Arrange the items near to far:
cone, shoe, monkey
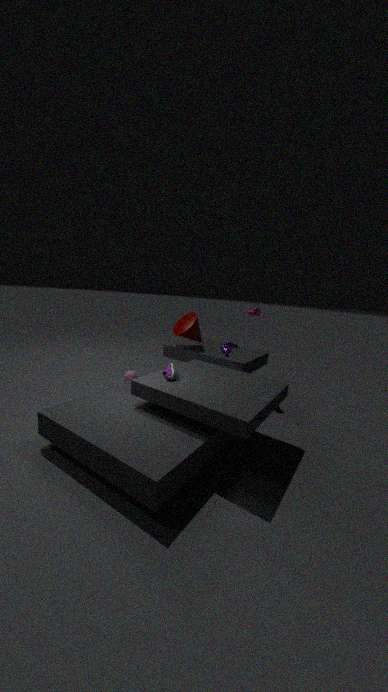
1. shoe
2. monkey
3. cone
